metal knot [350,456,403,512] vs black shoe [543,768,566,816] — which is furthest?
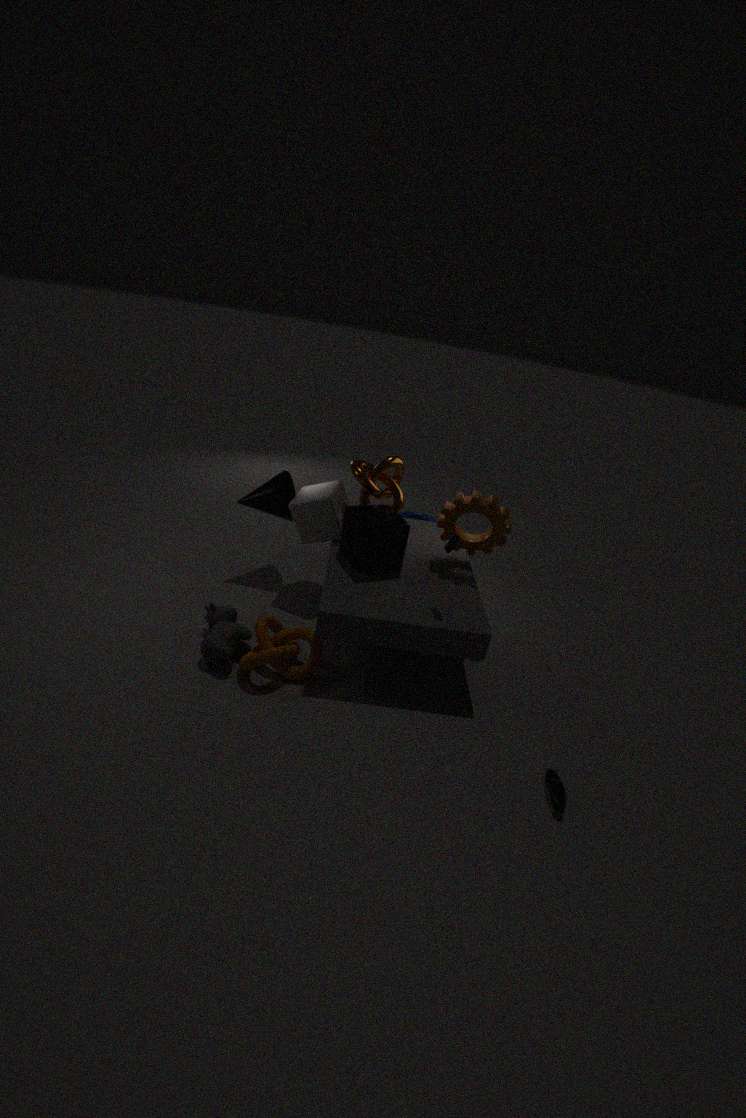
metal knot [350,456,403,512]
